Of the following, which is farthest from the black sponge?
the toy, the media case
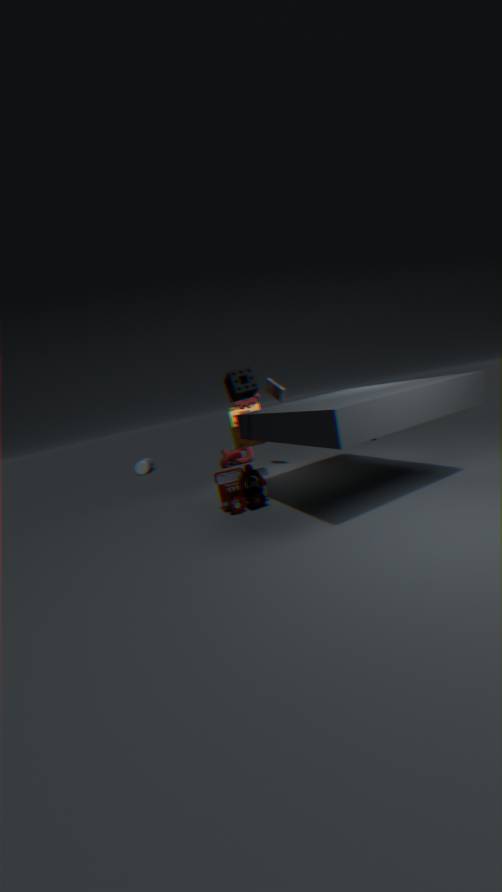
the media case
